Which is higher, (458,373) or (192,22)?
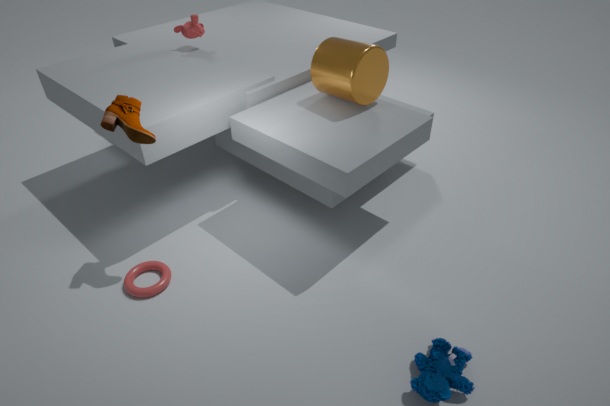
(192,22)
